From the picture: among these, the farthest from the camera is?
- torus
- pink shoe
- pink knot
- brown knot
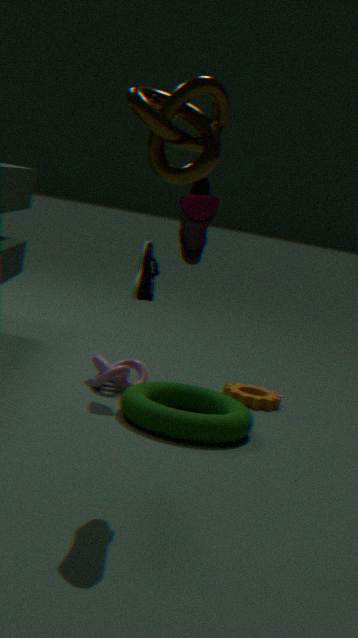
pink knot
